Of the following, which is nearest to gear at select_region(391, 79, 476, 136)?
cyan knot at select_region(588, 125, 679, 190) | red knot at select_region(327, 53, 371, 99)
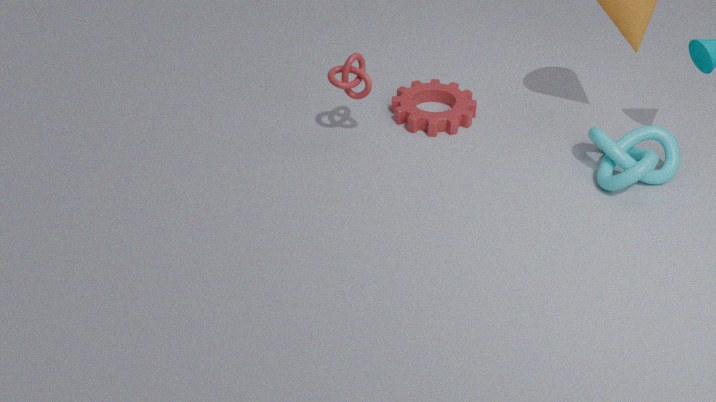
red knot at select_region(327, 53, 371, 99)
